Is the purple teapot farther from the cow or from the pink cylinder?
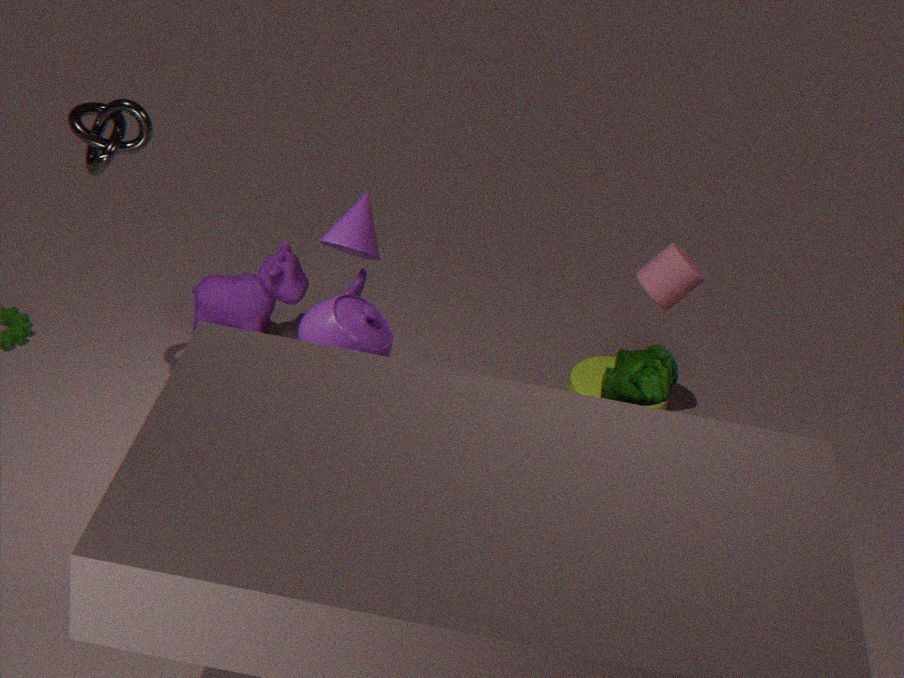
the pink cylinder
